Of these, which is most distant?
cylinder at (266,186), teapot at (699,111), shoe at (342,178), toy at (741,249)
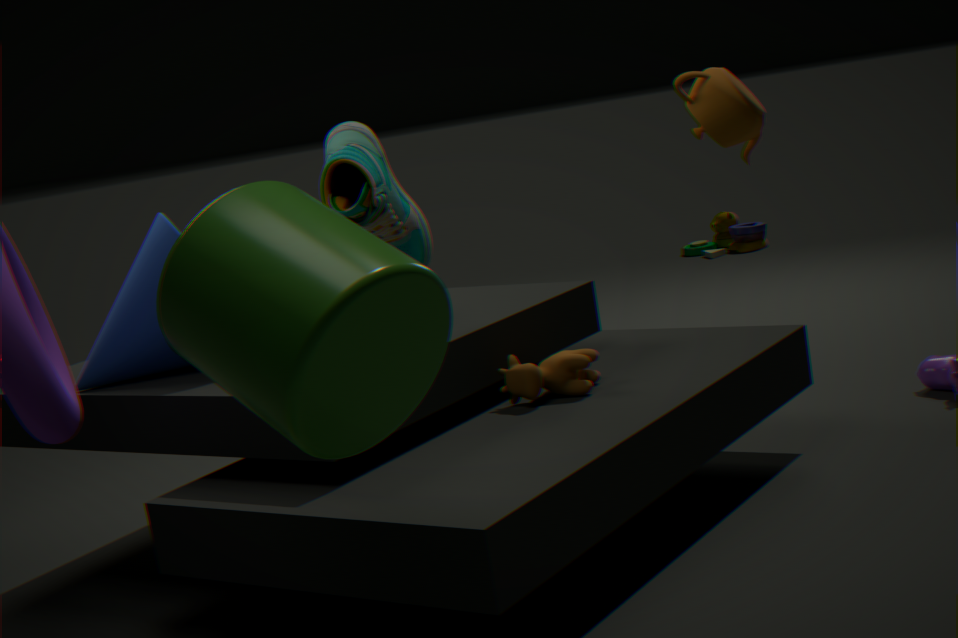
toy at (741,249)
